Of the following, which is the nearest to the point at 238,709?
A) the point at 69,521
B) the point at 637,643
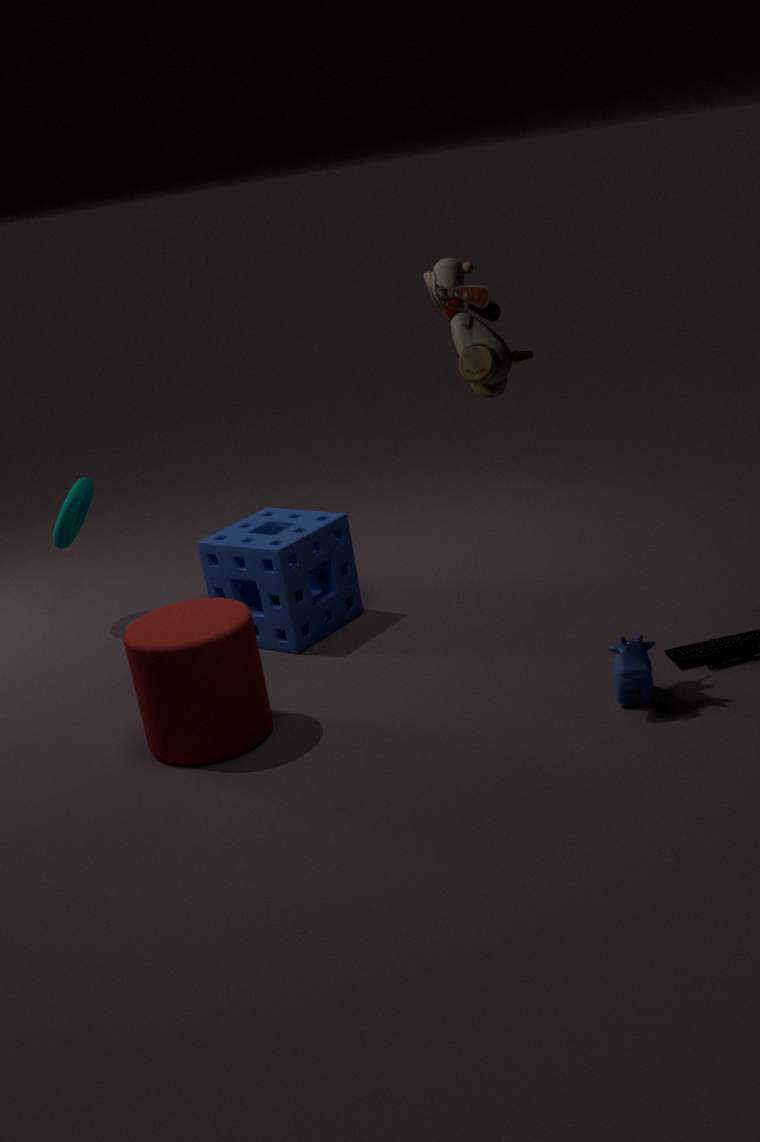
the point at 637,643
